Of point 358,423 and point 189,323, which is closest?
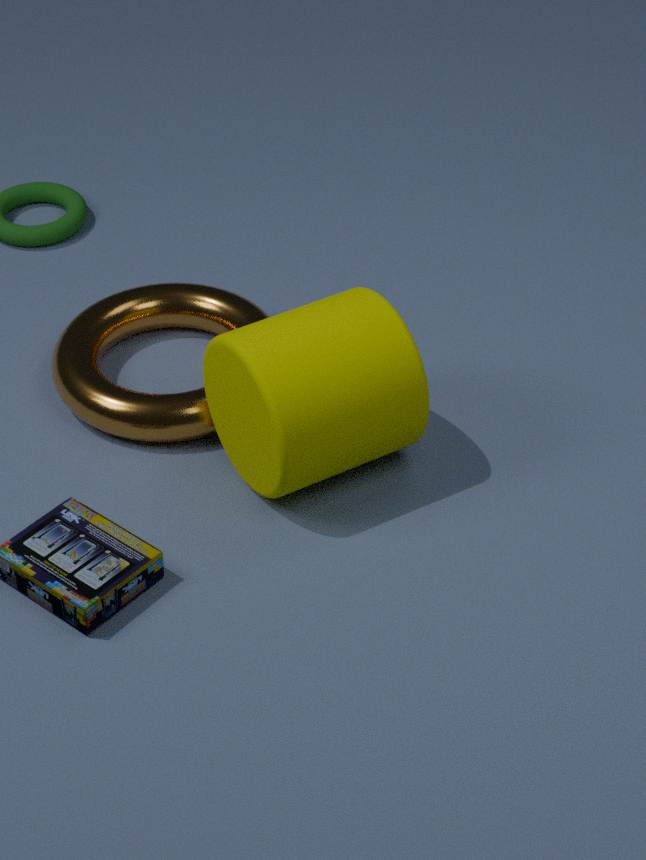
point 358,423
